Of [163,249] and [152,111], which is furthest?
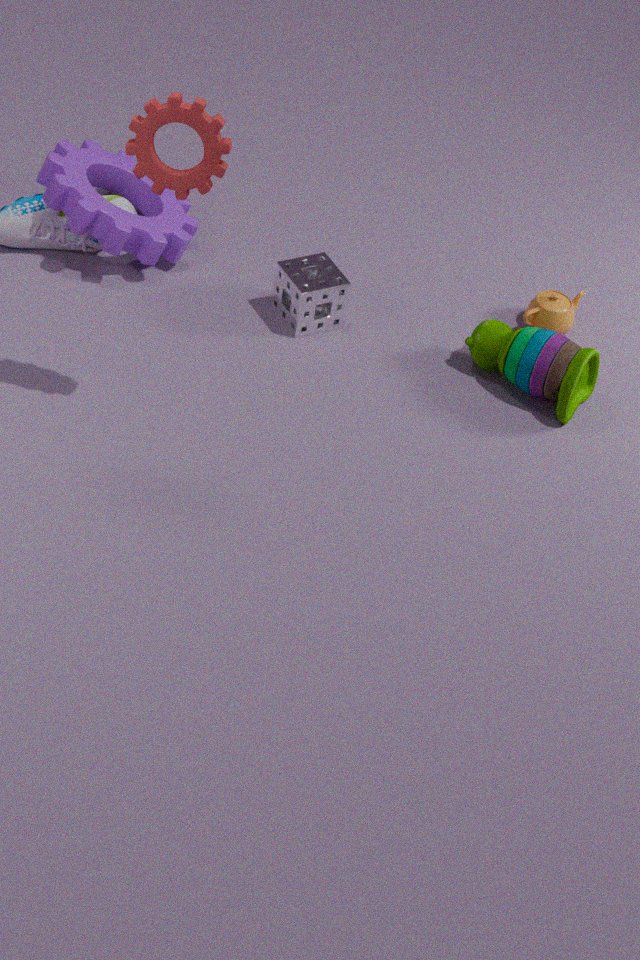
[163,249]
